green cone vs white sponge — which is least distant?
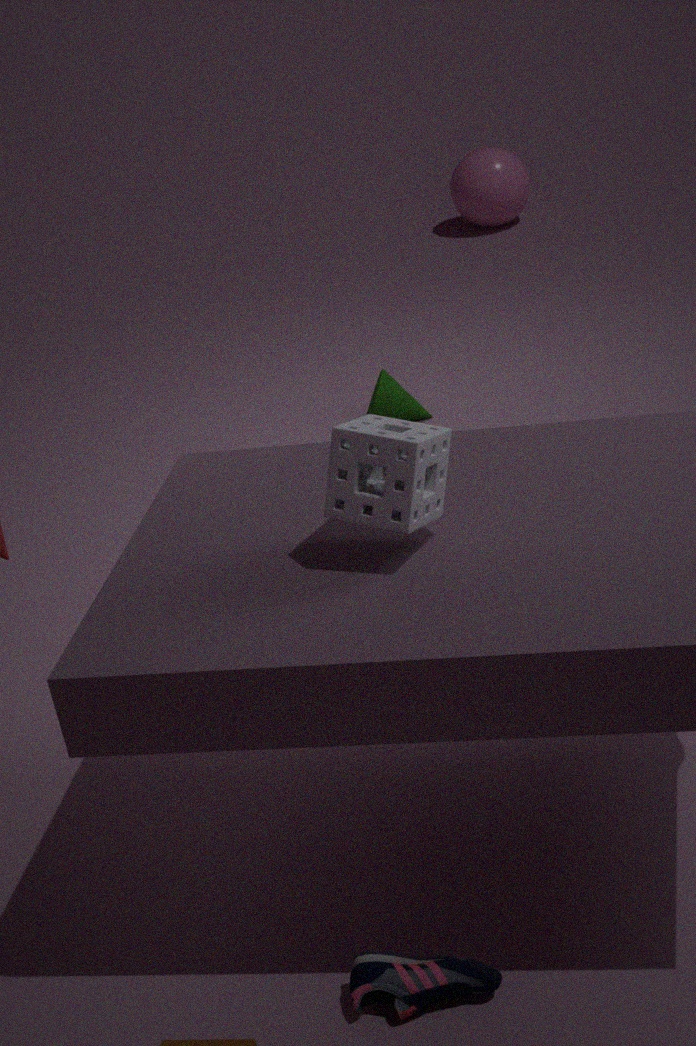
white sponge
